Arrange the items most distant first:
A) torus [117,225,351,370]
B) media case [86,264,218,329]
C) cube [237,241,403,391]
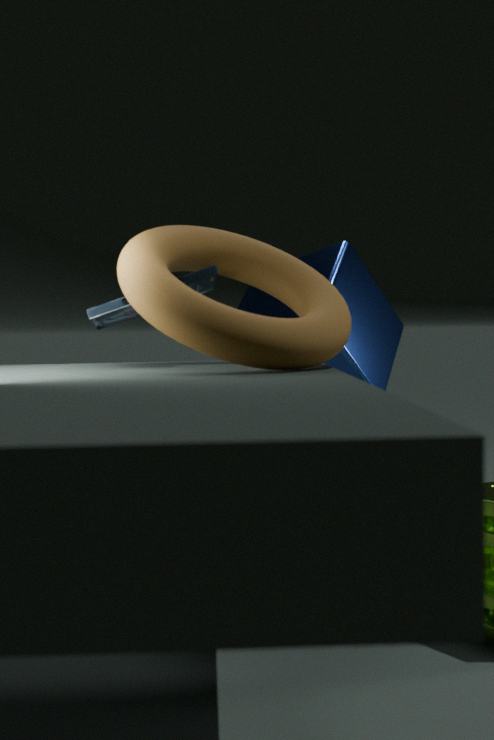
cube [237,241,403,391]
media case [86,264,218,329]
torus [117,225,351,370]
